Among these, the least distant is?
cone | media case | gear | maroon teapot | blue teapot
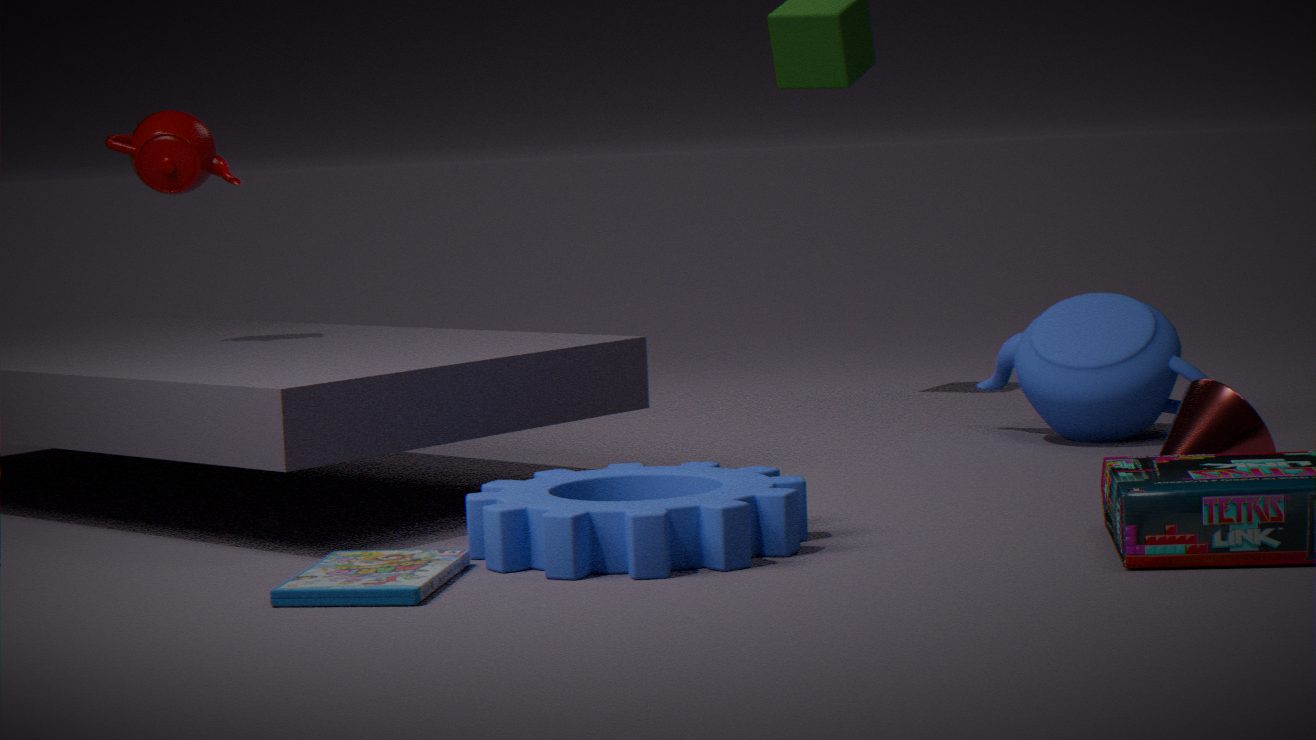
media case
